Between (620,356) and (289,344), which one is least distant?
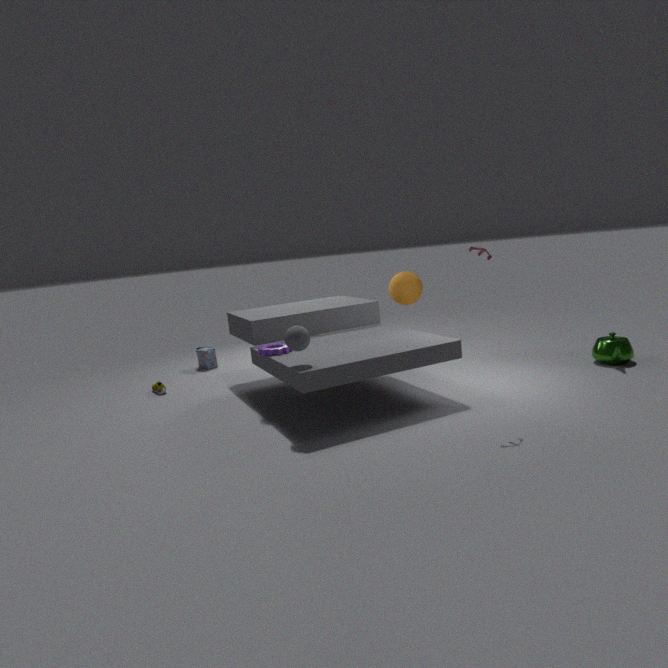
(289,344)
